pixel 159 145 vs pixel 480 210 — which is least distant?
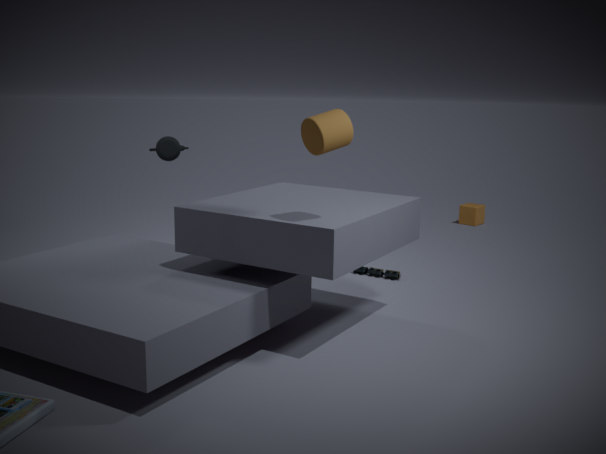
pixel 159 145
